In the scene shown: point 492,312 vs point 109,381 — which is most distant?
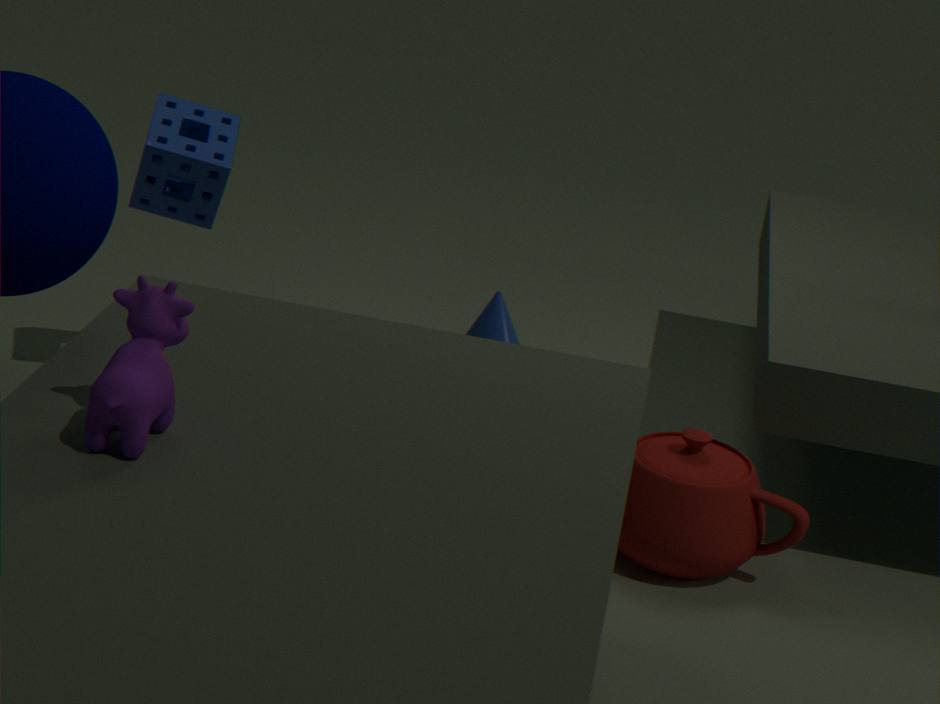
point 492,312
